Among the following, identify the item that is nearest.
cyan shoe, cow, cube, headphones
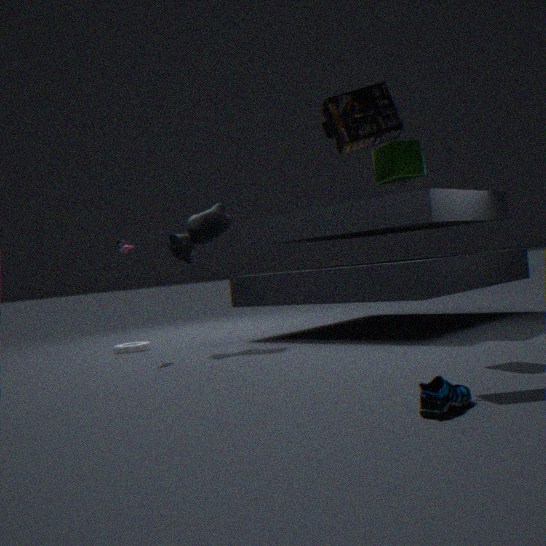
cyan shoe
